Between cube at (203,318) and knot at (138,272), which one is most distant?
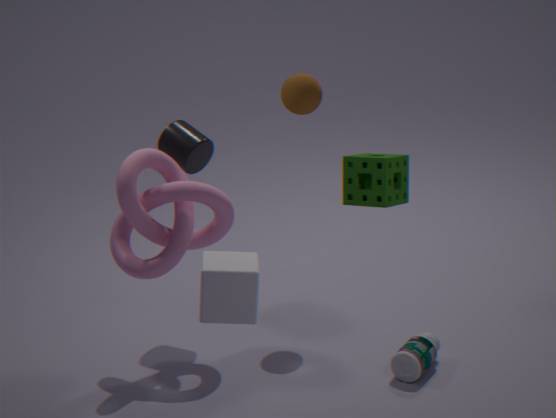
knot at (138,272)
